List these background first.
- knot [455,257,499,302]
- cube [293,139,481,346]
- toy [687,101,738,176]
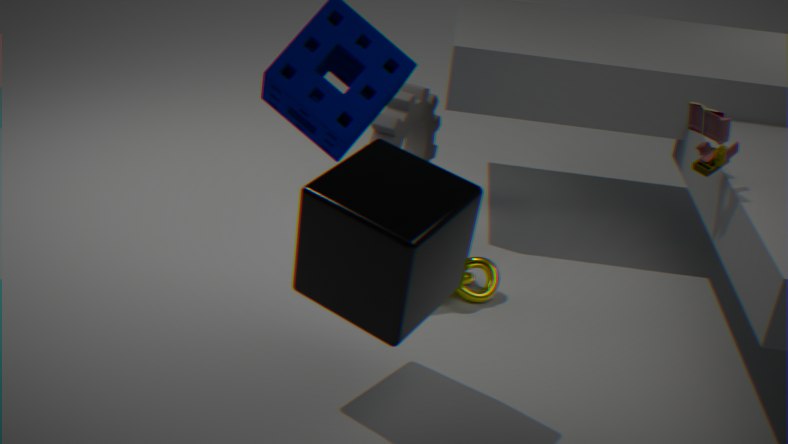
knot [455,257,499,302] < toy [687,101,738,176] < cube [293,139,481,346]
